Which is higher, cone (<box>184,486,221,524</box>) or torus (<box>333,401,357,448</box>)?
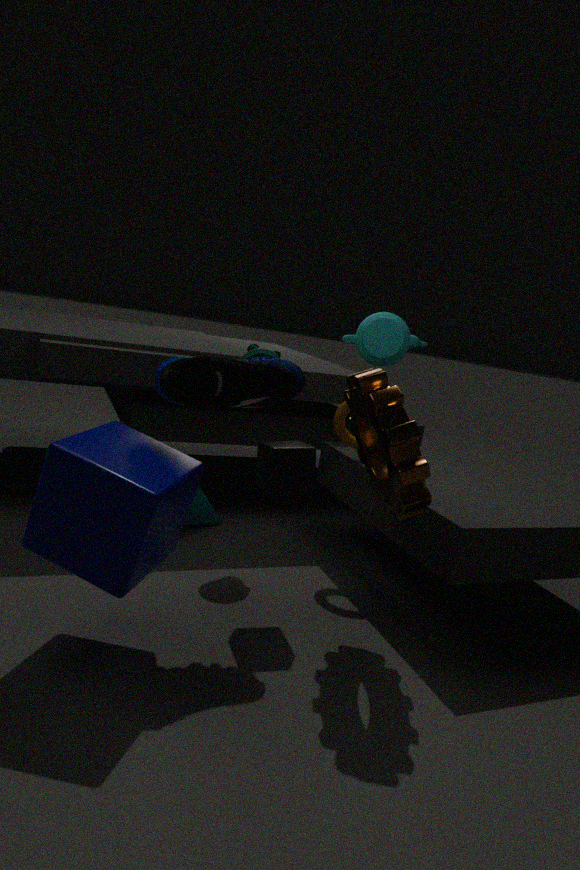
torus (<box>333,401,357,448</box>)
